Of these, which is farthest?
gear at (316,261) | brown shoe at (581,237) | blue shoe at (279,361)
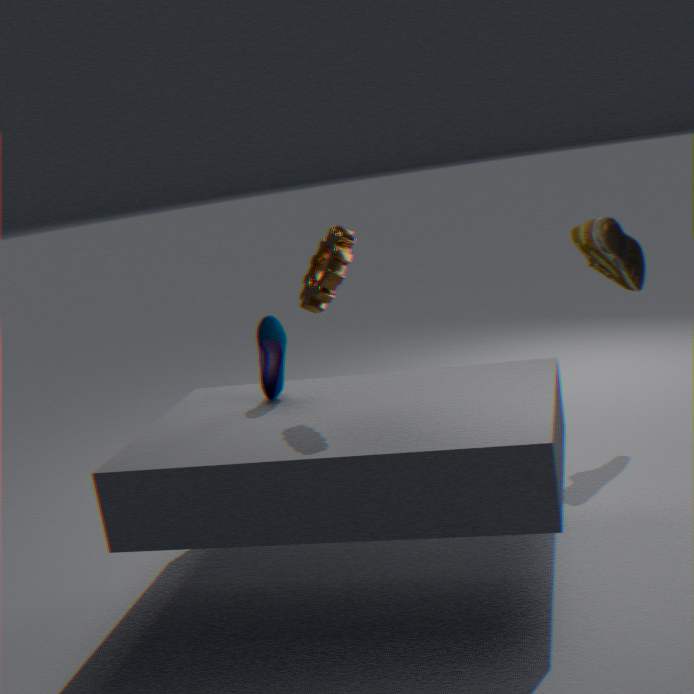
brown shoe at (581,237)
